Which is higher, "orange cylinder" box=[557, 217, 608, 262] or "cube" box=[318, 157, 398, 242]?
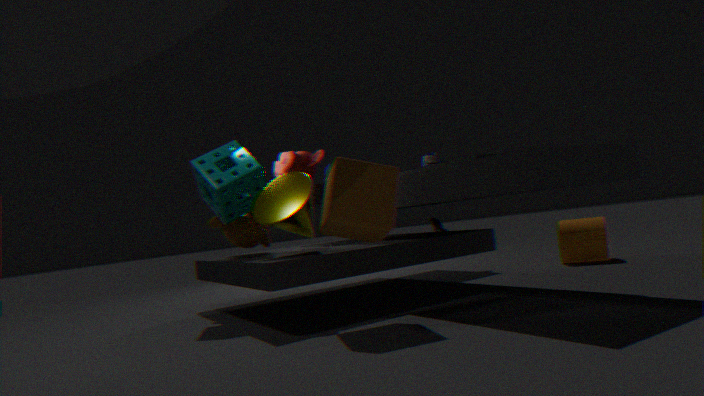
"cube" box=[318, 157, 398, 242]
